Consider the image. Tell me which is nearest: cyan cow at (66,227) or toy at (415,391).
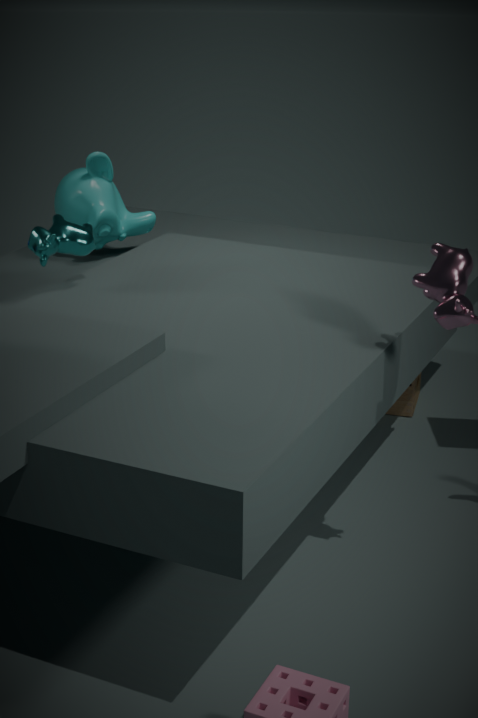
cyan cow at (66,227)
